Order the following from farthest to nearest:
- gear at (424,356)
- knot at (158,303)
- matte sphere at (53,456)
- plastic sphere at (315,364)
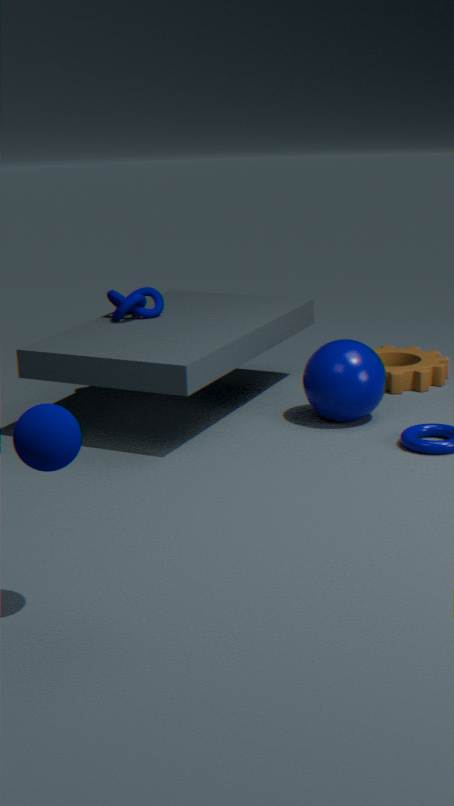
gear at (424,356) → knot at (158,303) → plastic sphere at (315,364) → matte sphere at (53,456)
